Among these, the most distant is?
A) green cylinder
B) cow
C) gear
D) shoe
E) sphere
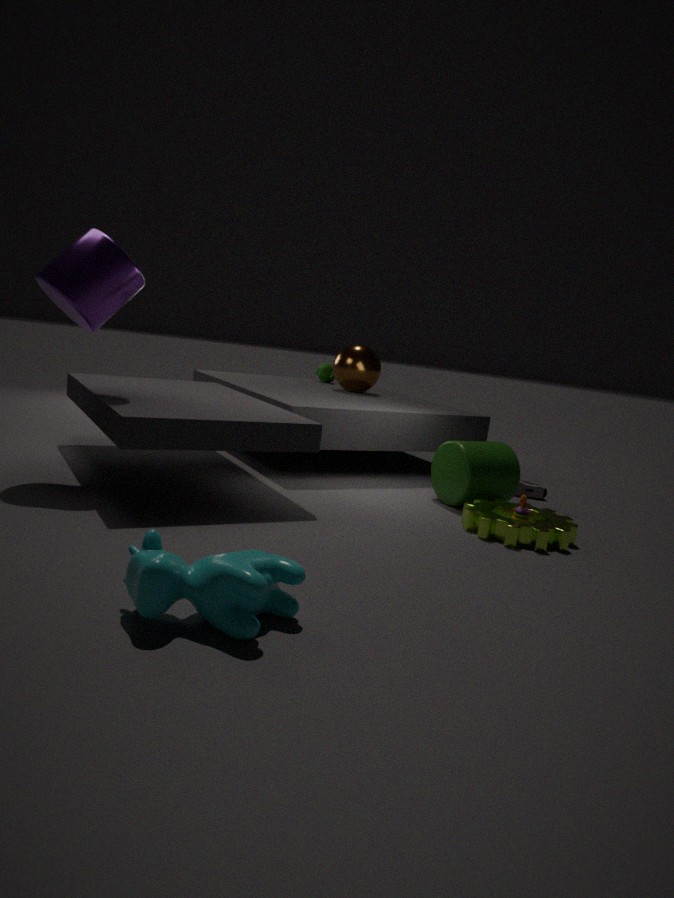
sphere
